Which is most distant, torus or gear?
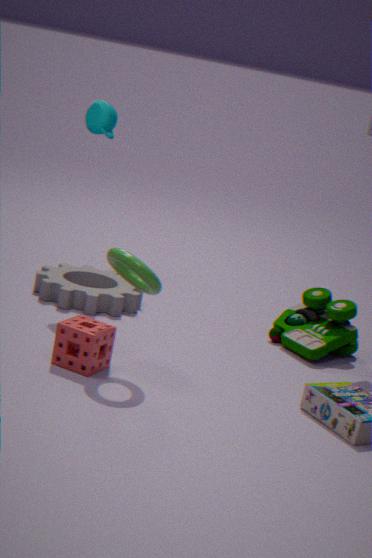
gear
